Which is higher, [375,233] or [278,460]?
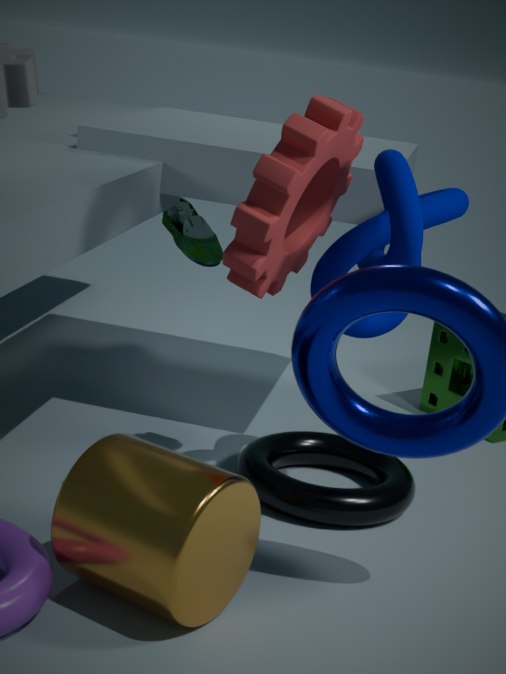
[375,233]
